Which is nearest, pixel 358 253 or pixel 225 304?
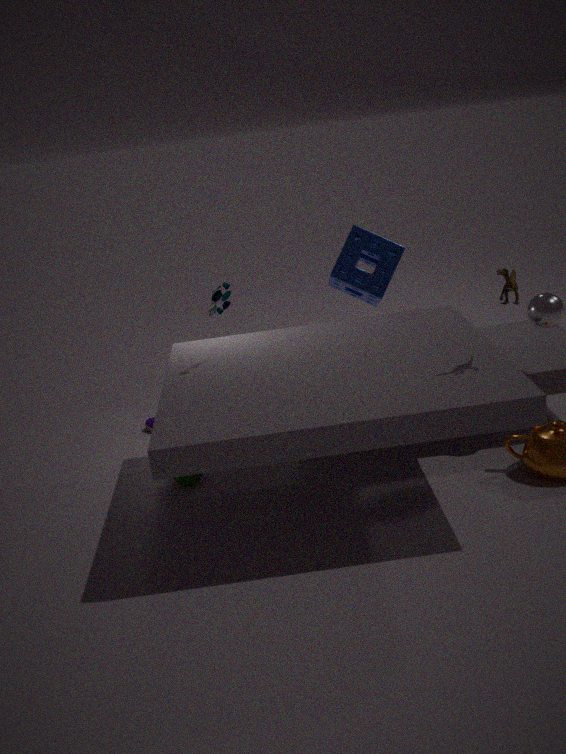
pixel 225 304
